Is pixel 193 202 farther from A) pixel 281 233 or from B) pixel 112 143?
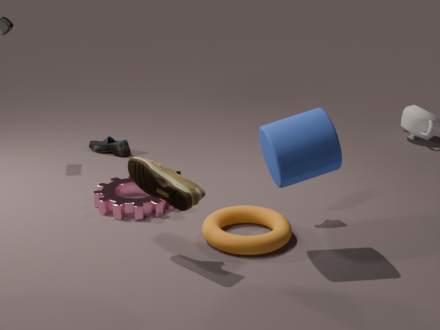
B) pixel 112 143
